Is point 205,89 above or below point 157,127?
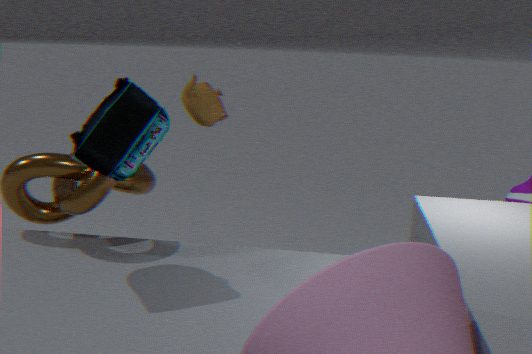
above
